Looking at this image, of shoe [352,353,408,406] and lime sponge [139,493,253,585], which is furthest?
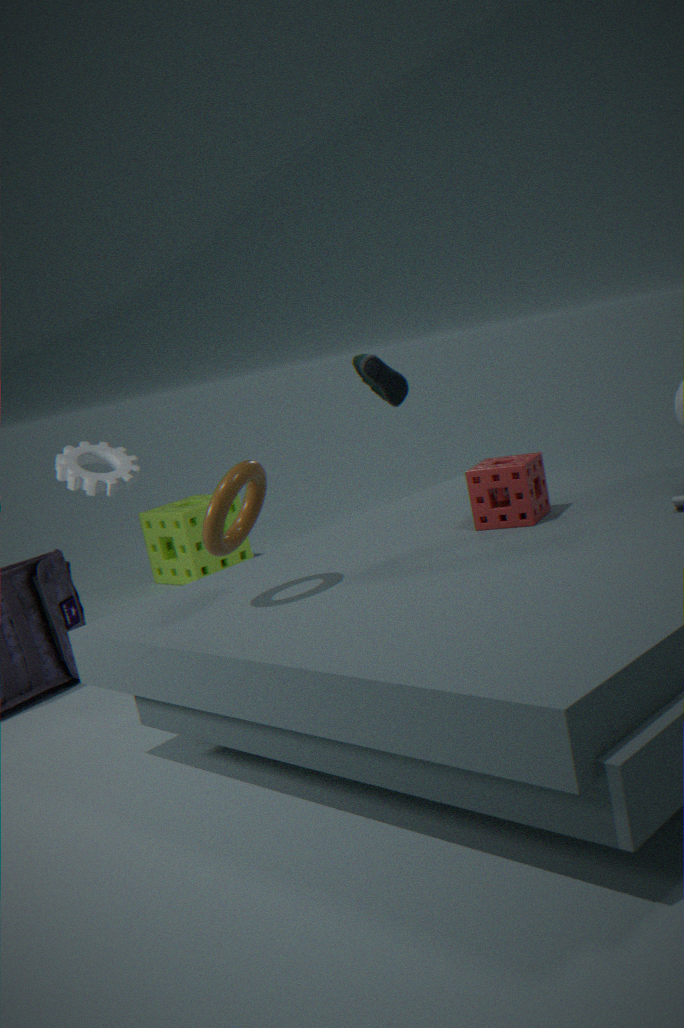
lime sponge [139,493,253,585]
